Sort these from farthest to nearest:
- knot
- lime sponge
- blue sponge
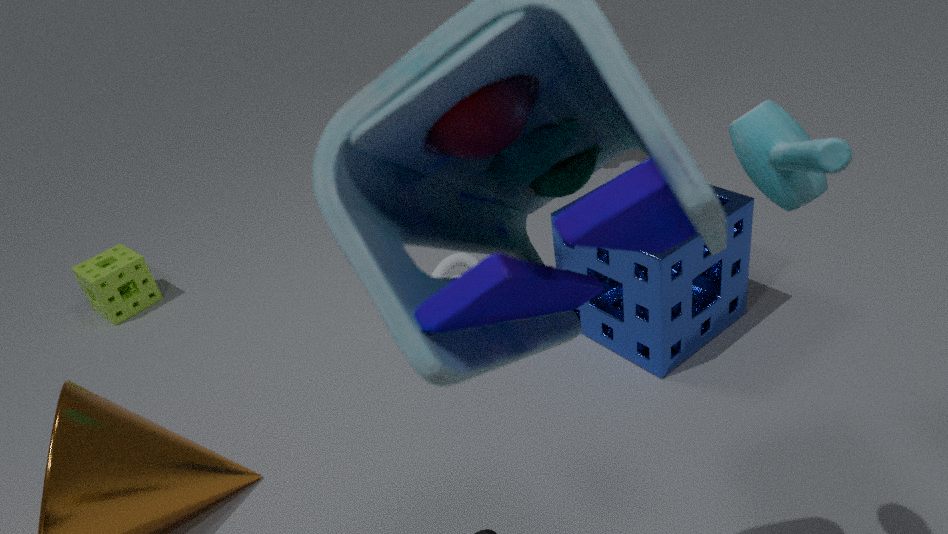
lime sponge
knot
blue sponge
